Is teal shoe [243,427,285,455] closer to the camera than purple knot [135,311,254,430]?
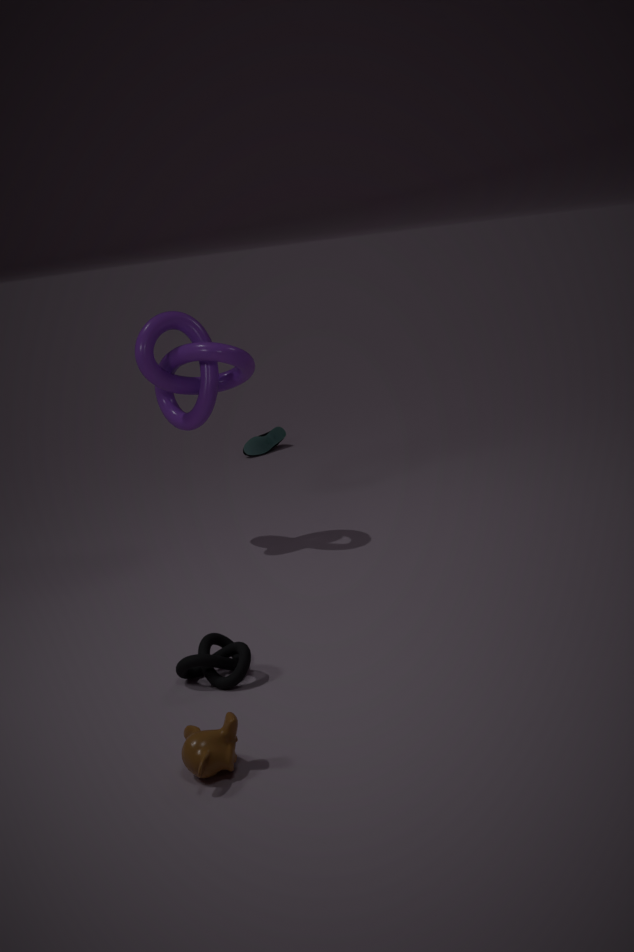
No
